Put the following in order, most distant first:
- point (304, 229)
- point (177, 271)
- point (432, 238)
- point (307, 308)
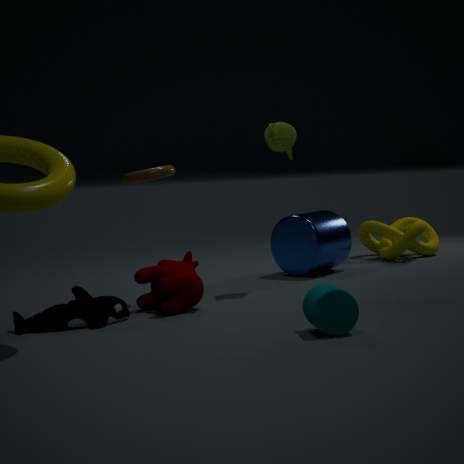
point (432, 238)
point (304, 229)
point (177, 271)
point (307, 308)
